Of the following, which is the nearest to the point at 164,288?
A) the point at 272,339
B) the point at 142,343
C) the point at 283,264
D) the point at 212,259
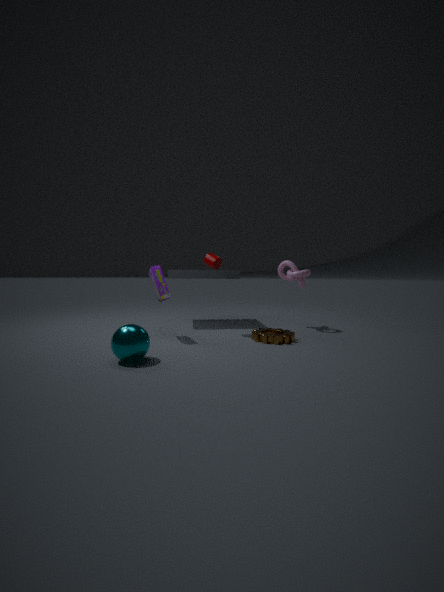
the point at 212,259
